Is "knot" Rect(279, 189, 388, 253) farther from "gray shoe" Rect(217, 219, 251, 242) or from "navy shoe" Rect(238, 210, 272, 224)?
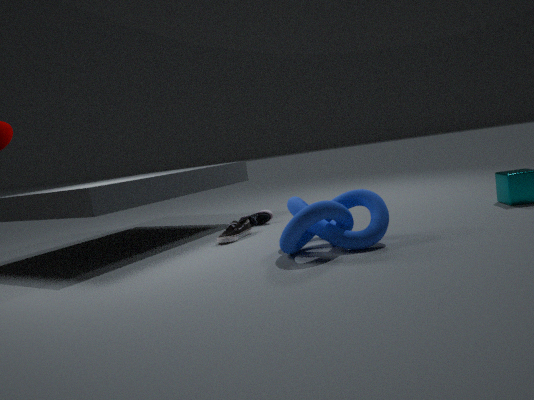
"navy shoe" Rect(238, 210, 272, 224)
